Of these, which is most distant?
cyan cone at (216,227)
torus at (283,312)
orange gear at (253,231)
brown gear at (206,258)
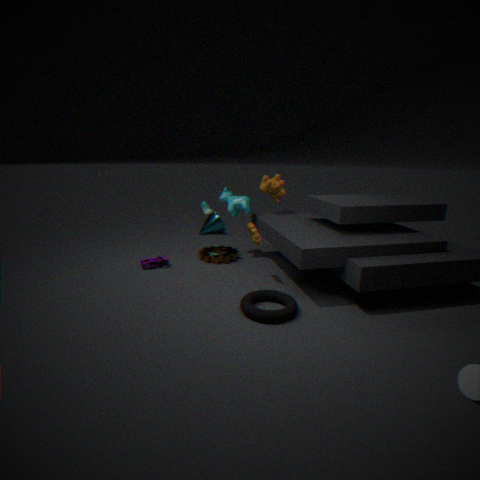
cyan cone at (216,227)
